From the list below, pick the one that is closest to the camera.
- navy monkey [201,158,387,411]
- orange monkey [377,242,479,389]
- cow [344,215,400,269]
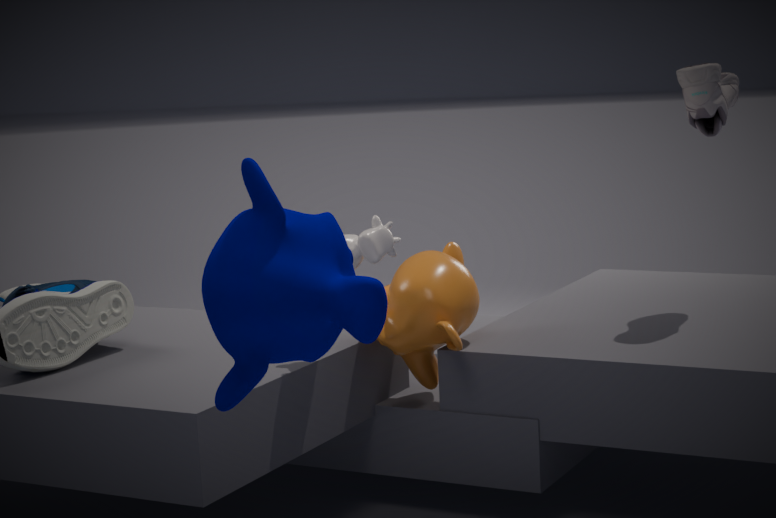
navy monkey [201,158,387,411]
